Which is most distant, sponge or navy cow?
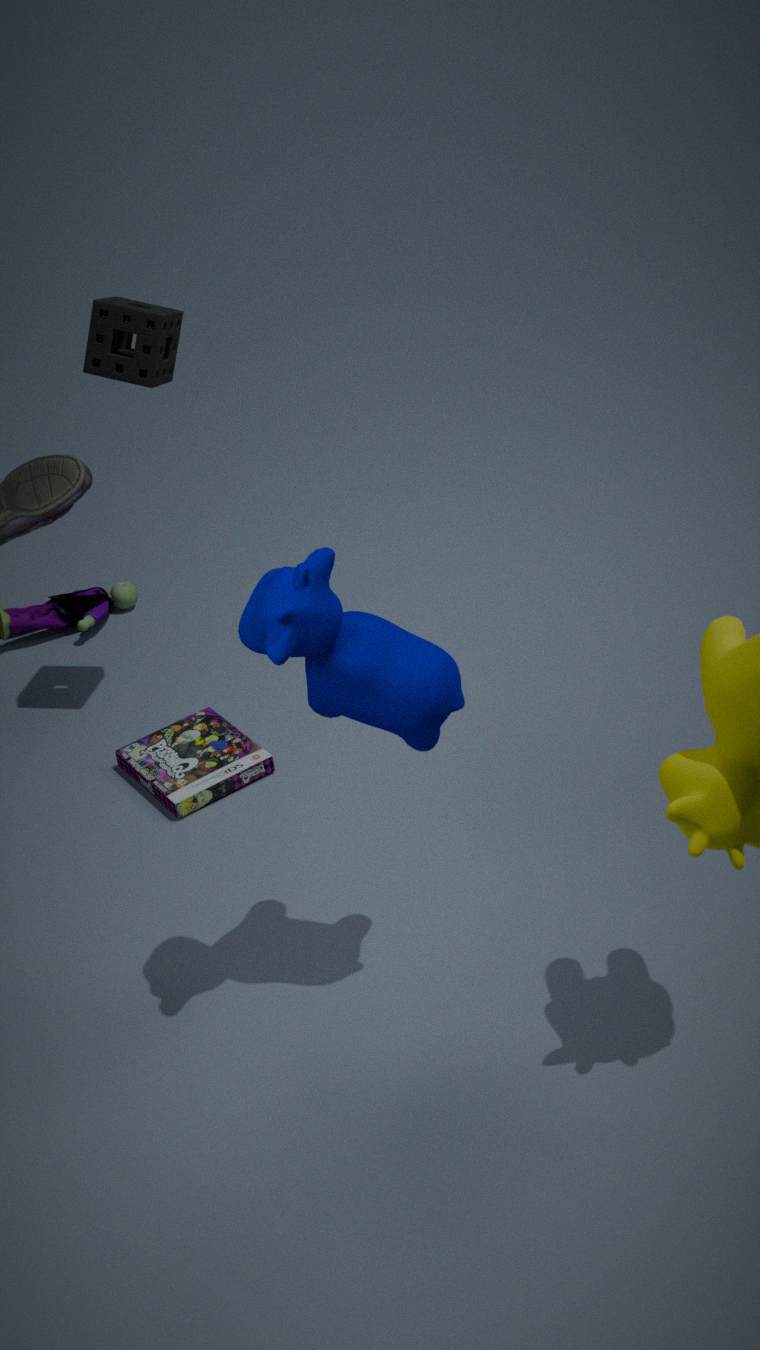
sponge
